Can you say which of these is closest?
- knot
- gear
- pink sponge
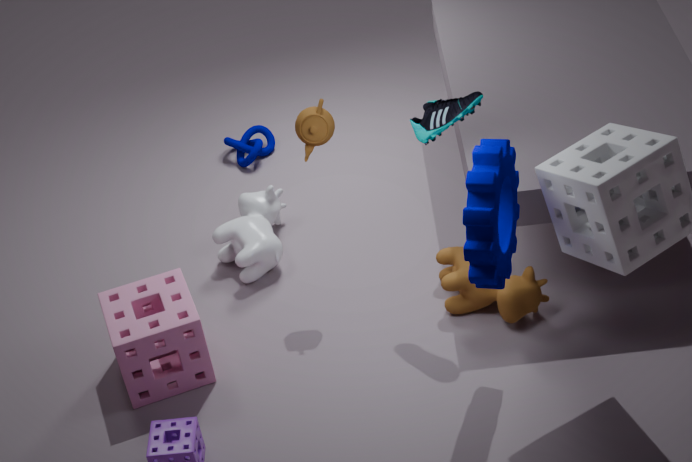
gear
